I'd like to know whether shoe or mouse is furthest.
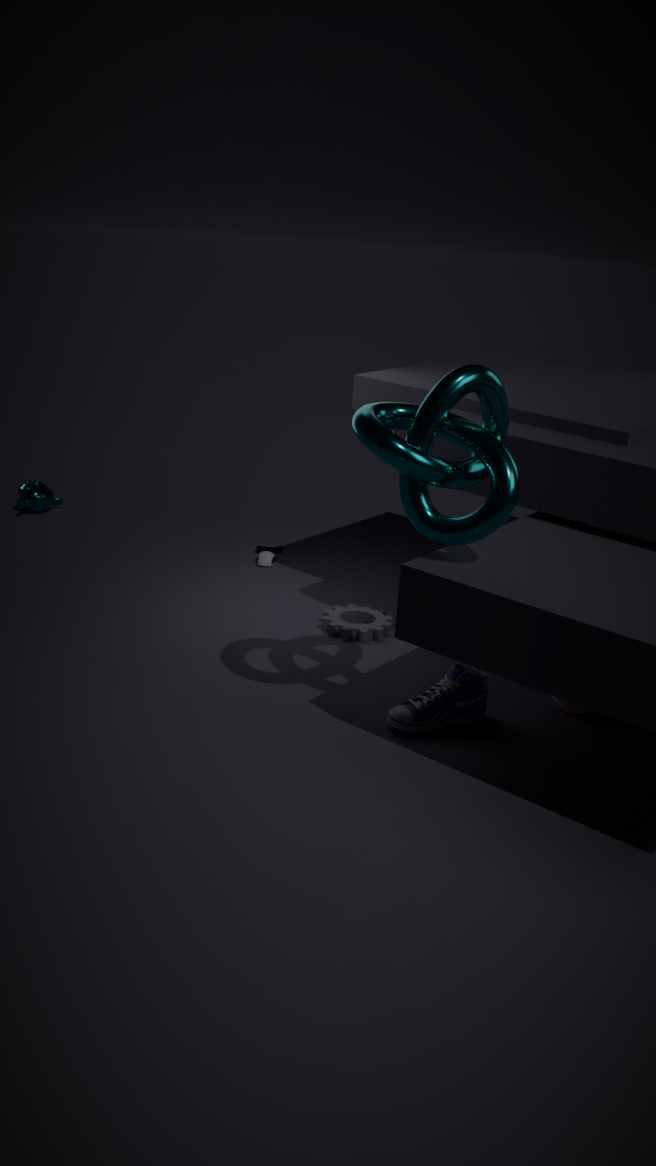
mouse
